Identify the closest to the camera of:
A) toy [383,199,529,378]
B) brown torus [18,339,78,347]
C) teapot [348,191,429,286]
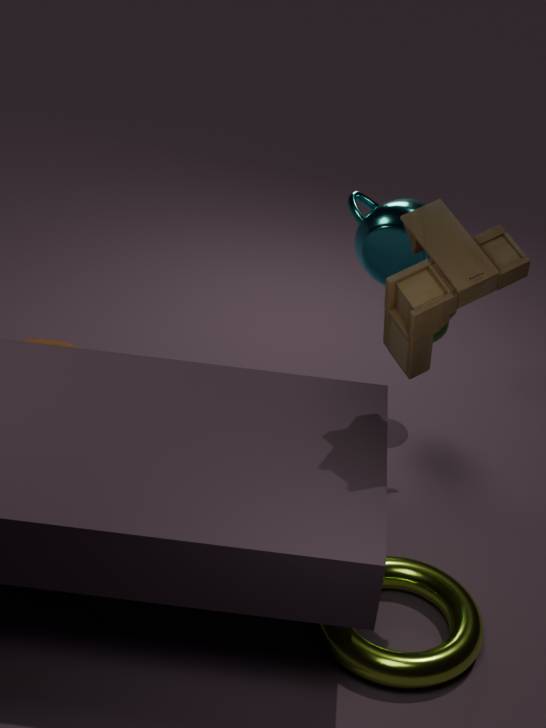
toy [383,199,529,378]
